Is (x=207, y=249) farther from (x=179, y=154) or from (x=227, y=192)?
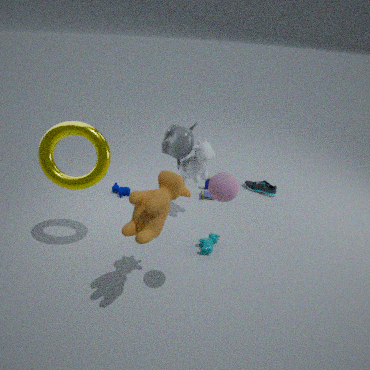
(x=227, y=192)
